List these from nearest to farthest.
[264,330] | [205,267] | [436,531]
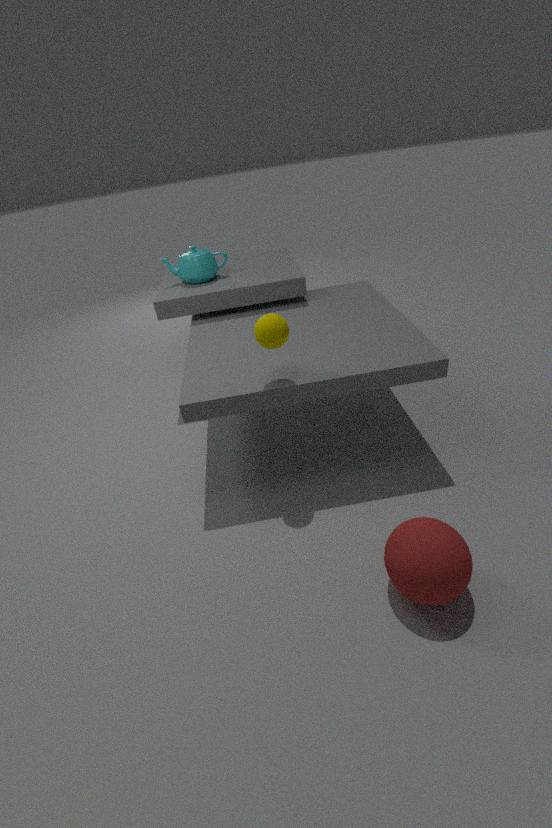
1. [436,531]
2. [264,330]
3. [205,267]
